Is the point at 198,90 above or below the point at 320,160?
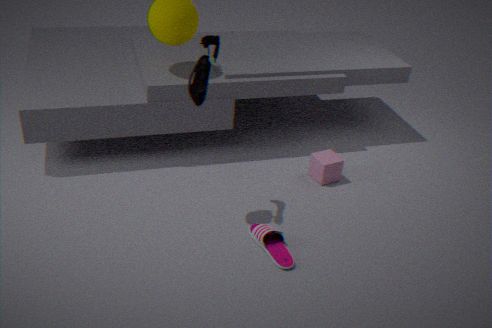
above
